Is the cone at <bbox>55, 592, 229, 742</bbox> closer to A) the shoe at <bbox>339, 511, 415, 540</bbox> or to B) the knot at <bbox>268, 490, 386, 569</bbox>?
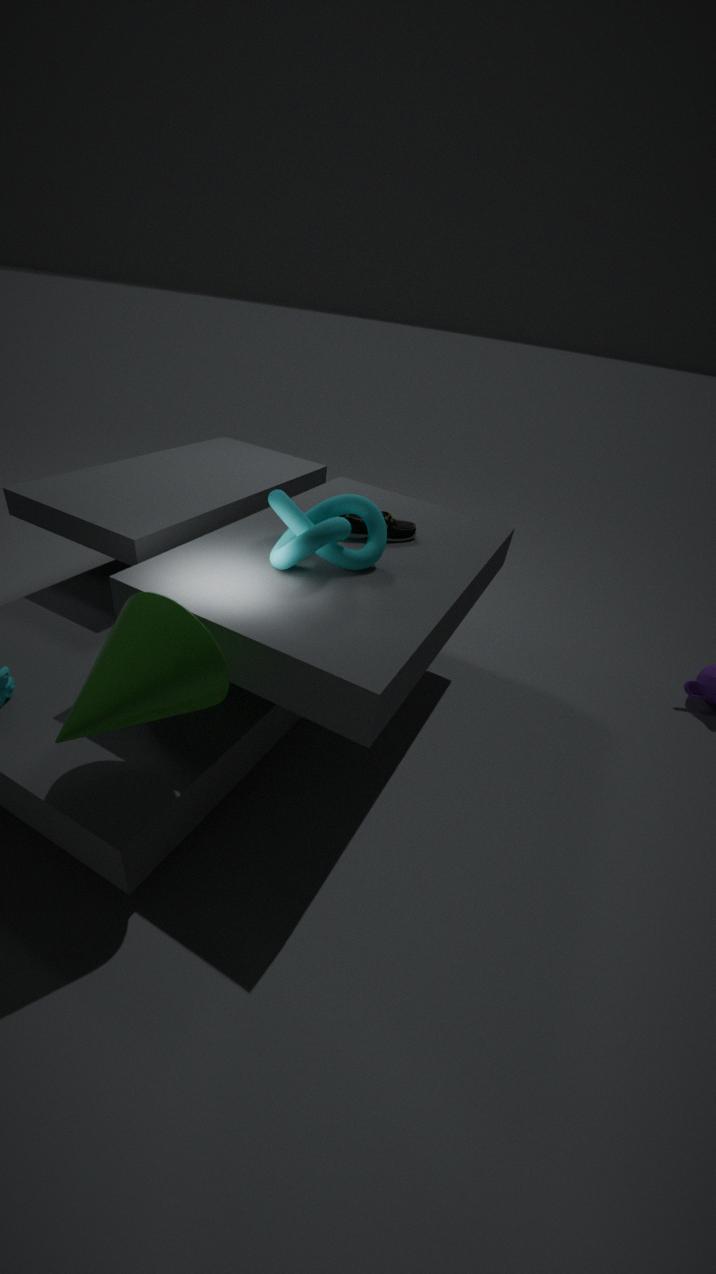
B) the knot at <bbox>268, 490, 386, 569</bbox>
